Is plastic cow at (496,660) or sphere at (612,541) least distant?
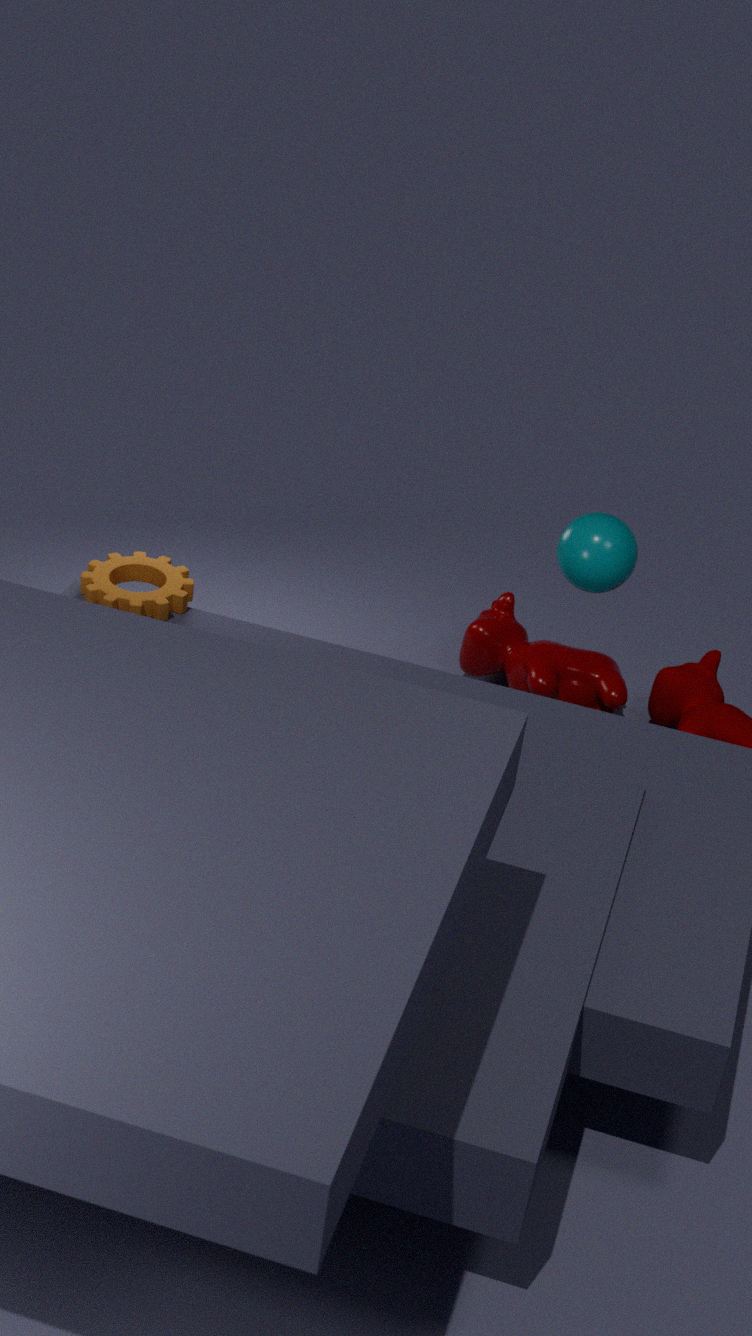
sphere at (612,541)
